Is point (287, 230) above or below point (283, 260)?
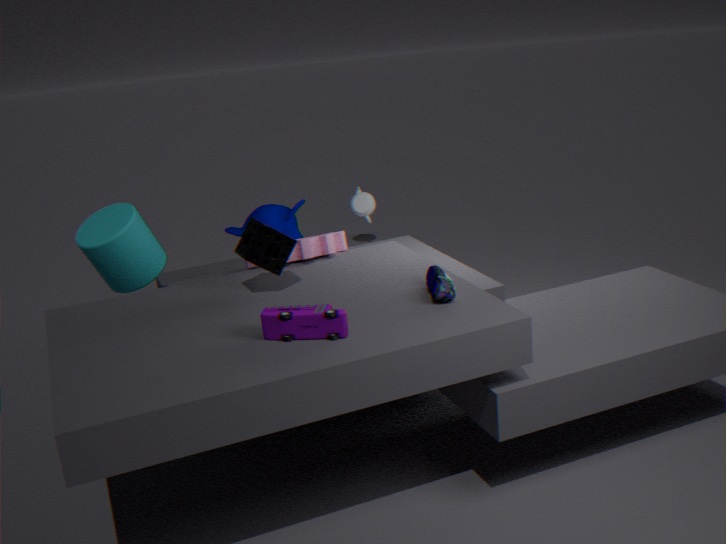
below
